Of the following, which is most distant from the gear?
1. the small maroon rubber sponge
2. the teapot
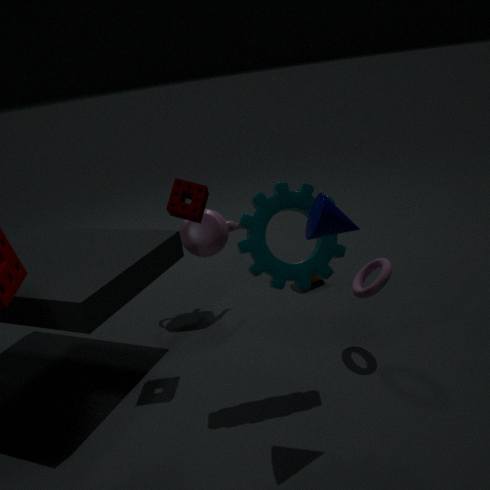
the teapot
